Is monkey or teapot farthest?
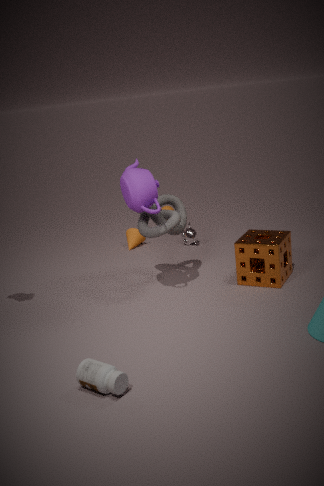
monkey
